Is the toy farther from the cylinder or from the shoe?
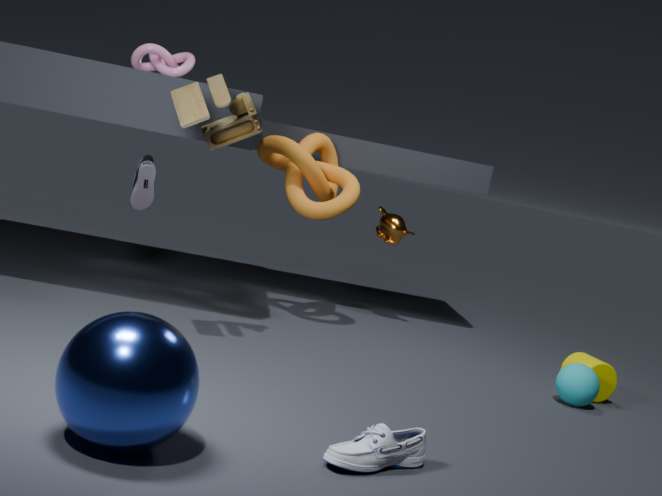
the cylinder
